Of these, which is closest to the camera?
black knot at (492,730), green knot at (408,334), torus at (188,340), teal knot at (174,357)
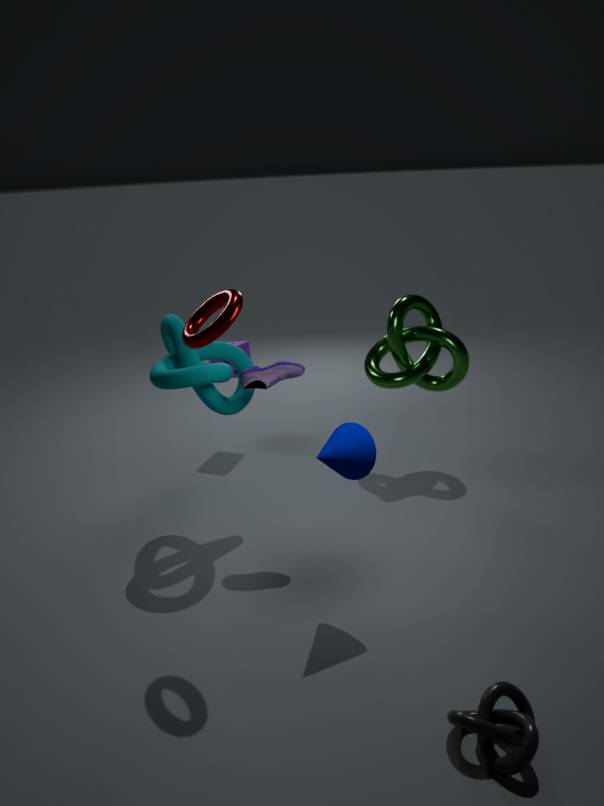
black knot at (492,730)
